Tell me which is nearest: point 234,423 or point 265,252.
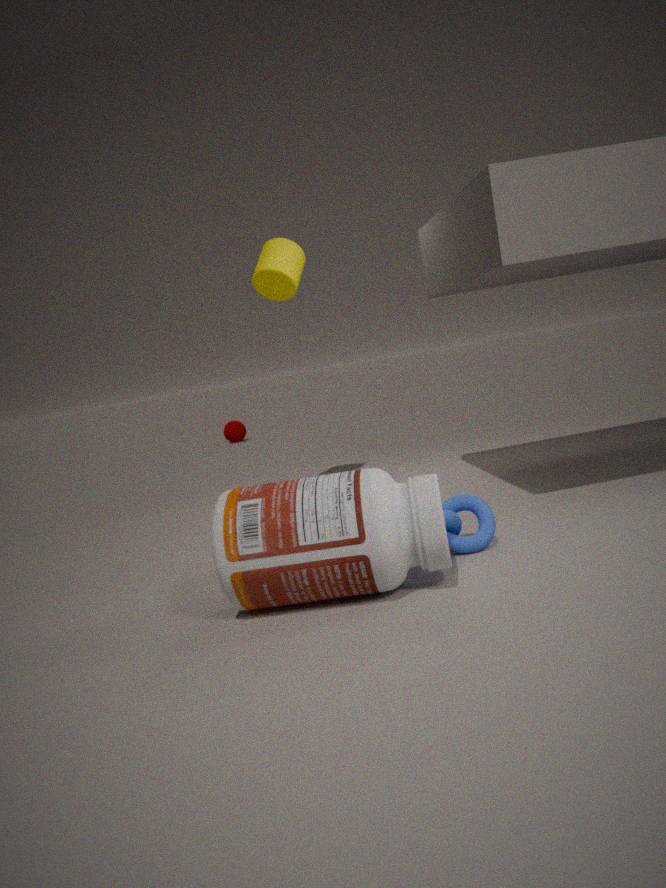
point 265,252
